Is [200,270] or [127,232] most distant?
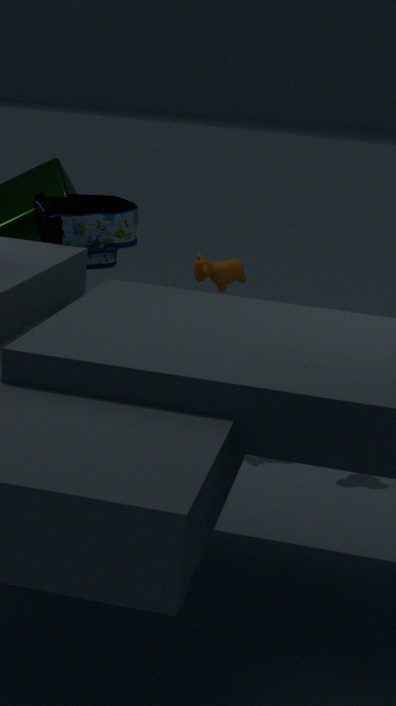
[200,270]
